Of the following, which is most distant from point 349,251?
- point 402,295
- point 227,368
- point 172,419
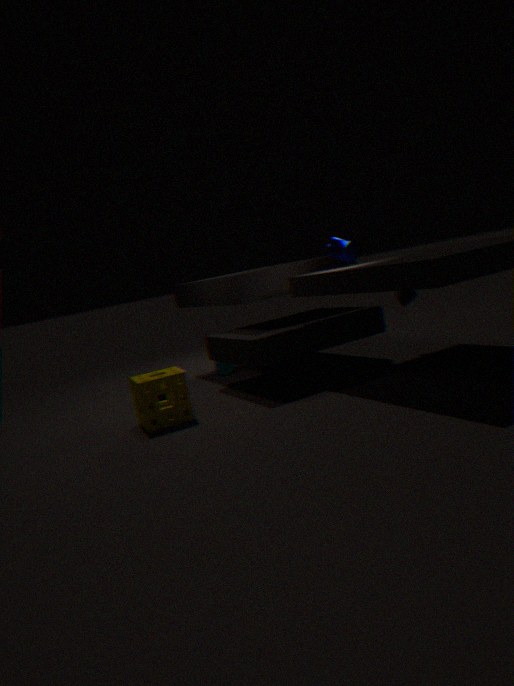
point 227,368
